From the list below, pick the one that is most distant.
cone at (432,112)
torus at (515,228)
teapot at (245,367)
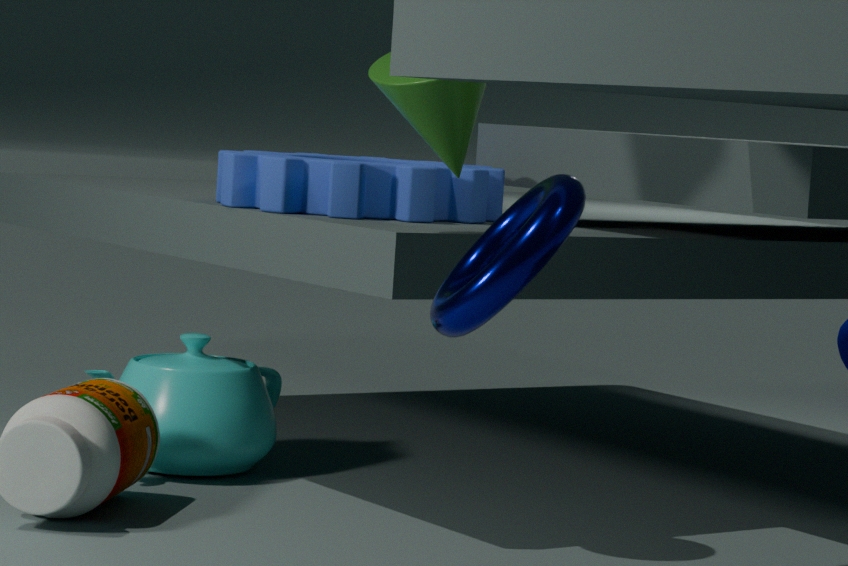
teapot at (245,367)
